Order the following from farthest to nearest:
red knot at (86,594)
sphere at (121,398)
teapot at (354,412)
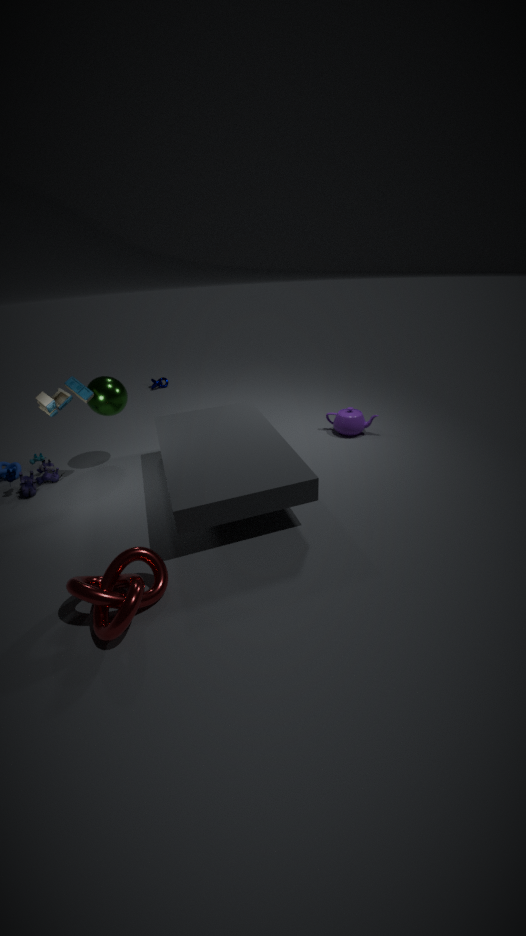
teapot at (354,412), sphere at (121,398), red knot at (86,594)
